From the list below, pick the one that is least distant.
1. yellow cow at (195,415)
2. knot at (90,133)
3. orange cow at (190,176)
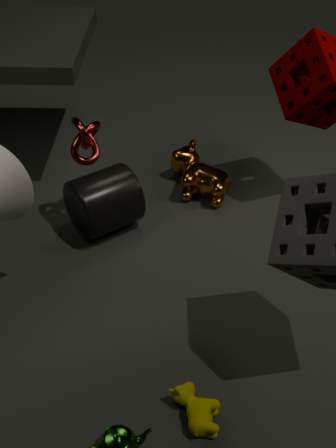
yellow cow at (195,415)
